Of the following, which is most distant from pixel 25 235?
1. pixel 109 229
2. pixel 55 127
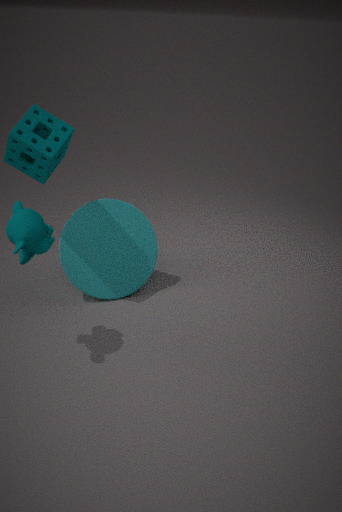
pixel 109 229
